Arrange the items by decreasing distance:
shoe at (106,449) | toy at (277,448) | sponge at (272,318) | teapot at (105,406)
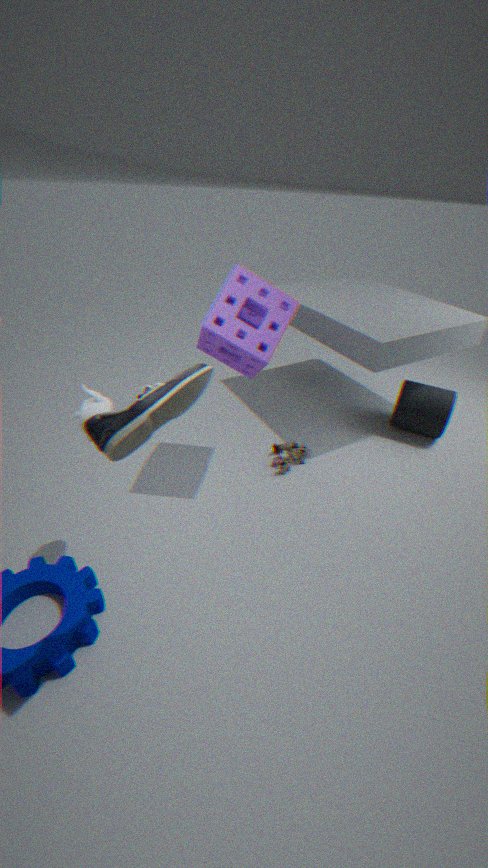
toy at (277,448) < sponge at (272,318) < teapot at (105,406) < shoe at (106,449)
